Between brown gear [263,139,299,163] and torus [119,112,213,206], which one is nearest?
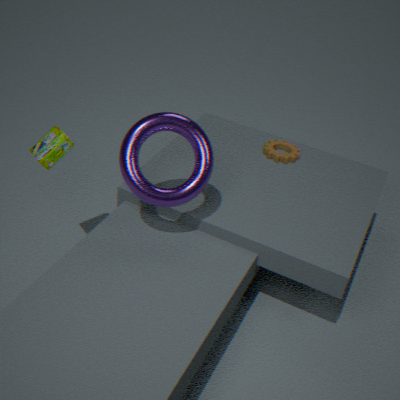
torus [119,112,213,206]
